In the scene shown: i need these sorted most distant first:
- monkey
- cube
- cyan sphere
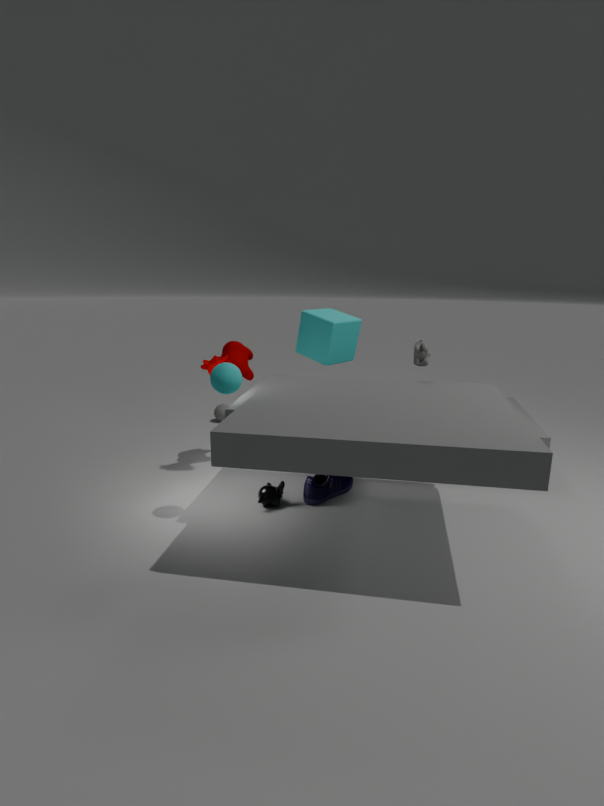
cube, monkey, cyan sphere
